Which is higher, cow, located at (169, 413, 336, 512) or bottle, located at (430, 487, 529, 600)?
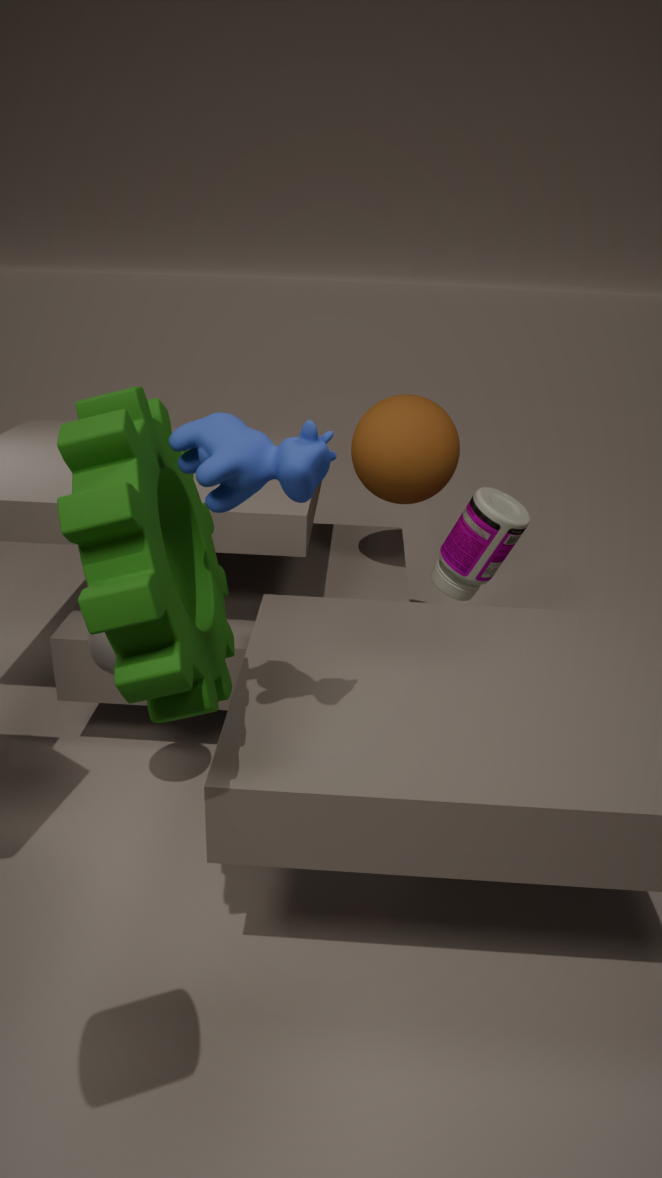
cow, located at (169, 413, 336, 512)
